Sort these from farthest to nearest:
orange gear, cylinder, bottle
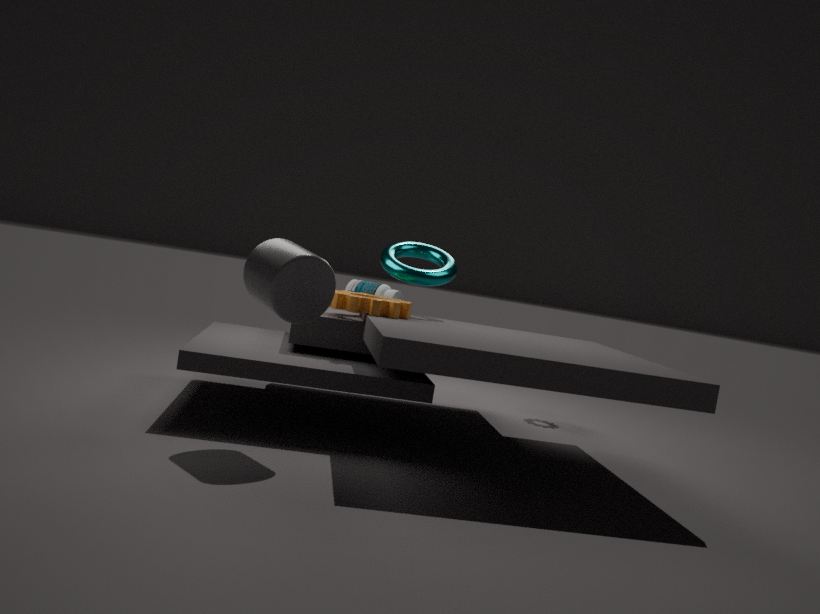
bottle
orange gear
cylinder
